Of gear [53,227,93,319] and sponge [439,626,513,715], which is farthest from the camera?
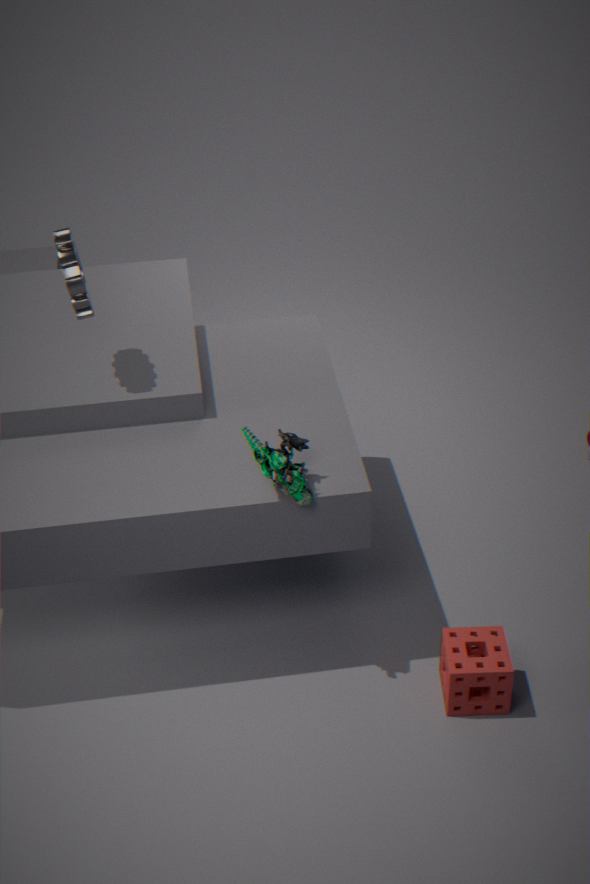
gear [53,227,93,319]
